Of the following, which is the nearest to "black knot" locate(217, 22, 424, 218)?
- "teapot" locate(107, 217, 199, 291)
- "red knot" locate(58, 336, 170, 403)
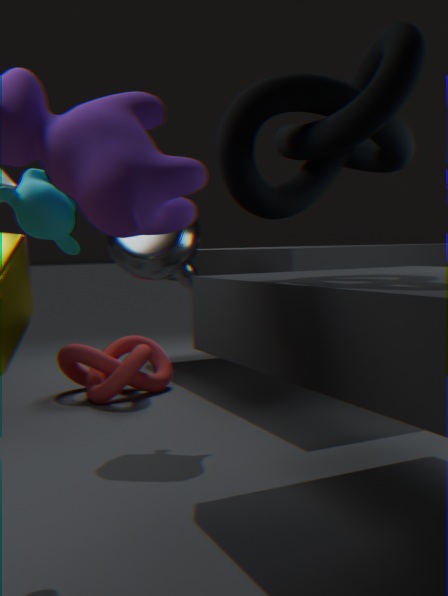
"teapot" locate(107, 217, 199, 291)
